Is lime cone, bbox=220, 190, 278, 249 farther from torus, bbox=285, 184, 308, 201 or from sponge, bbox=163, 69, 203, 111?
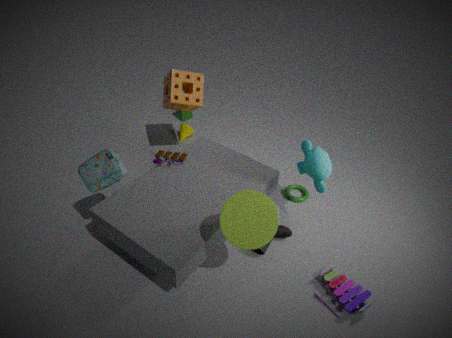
sponge, bbox=163, 69, 203, 111
